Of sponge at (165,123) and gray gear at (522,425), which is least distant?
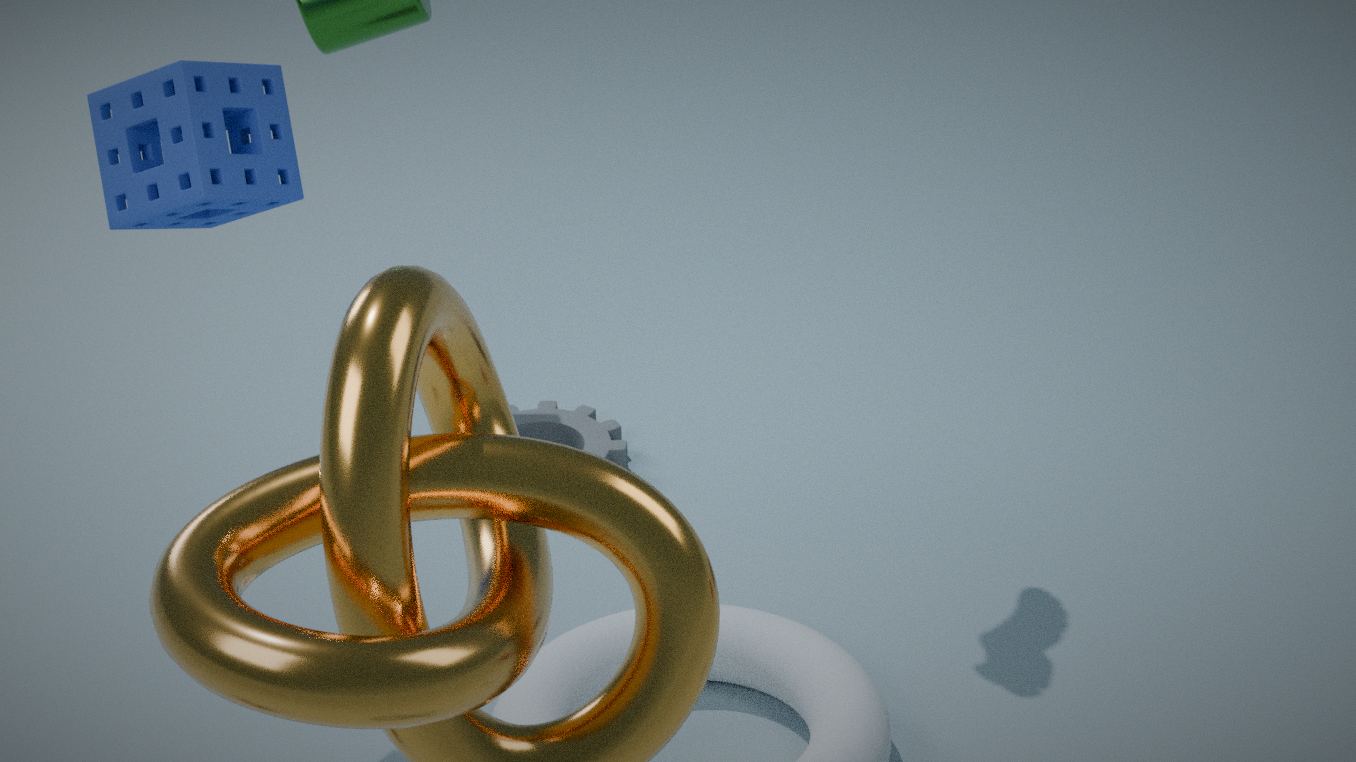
sponge at (165,123)
